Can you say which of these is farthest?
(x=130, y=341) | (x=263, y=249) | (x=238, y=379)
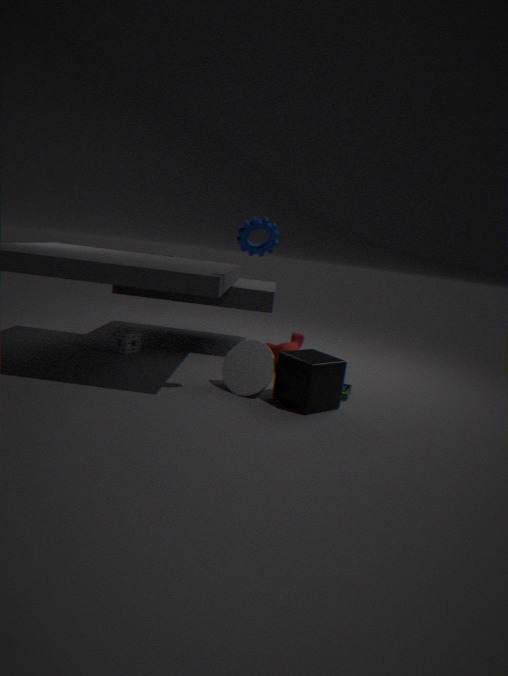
(x=130, y=341)
